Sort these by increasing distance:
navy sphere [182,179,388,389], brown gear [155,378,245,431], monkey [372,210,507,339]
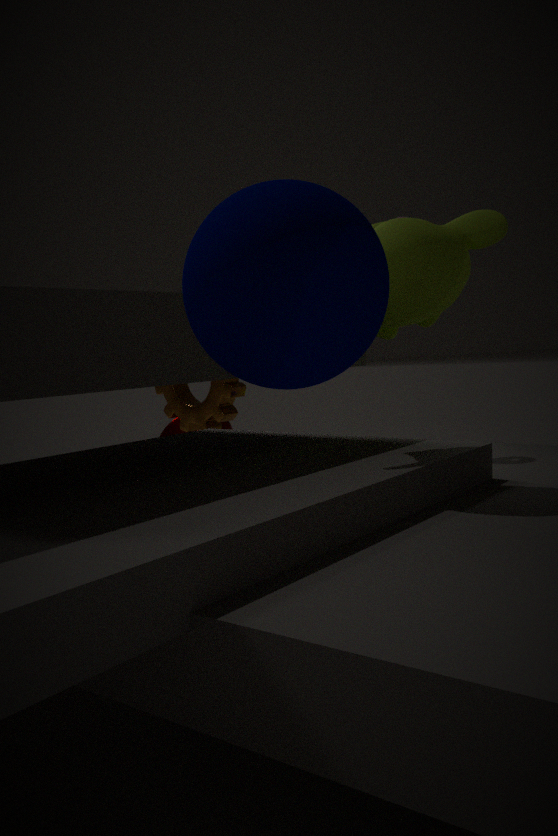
navy sphere [182,179,388,389] → monkey [372,210,507,339] → brown gear [155,378,245,431]
